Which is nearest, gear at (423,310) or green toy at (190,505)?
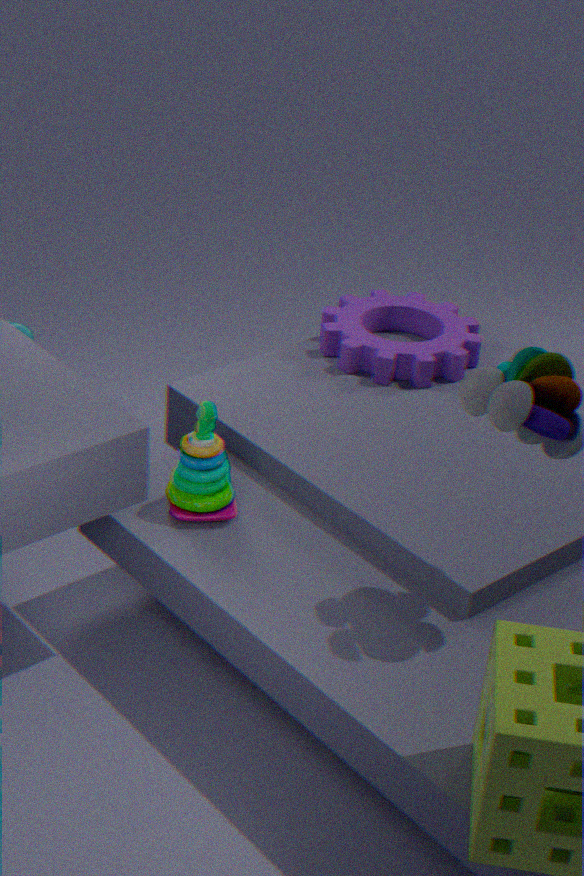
green toy at (190,505)
